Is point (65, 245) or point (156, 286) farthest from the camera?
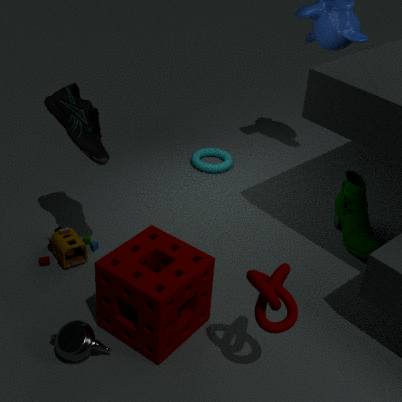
point (65, 245)
